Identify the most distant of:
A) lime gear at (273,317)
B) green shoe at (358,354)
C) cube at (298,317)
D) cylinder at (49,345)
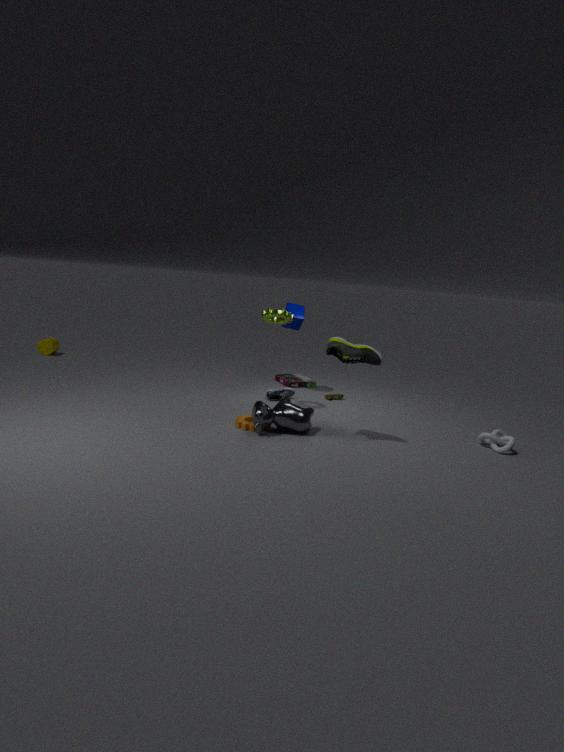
cylinder at (49,345)
